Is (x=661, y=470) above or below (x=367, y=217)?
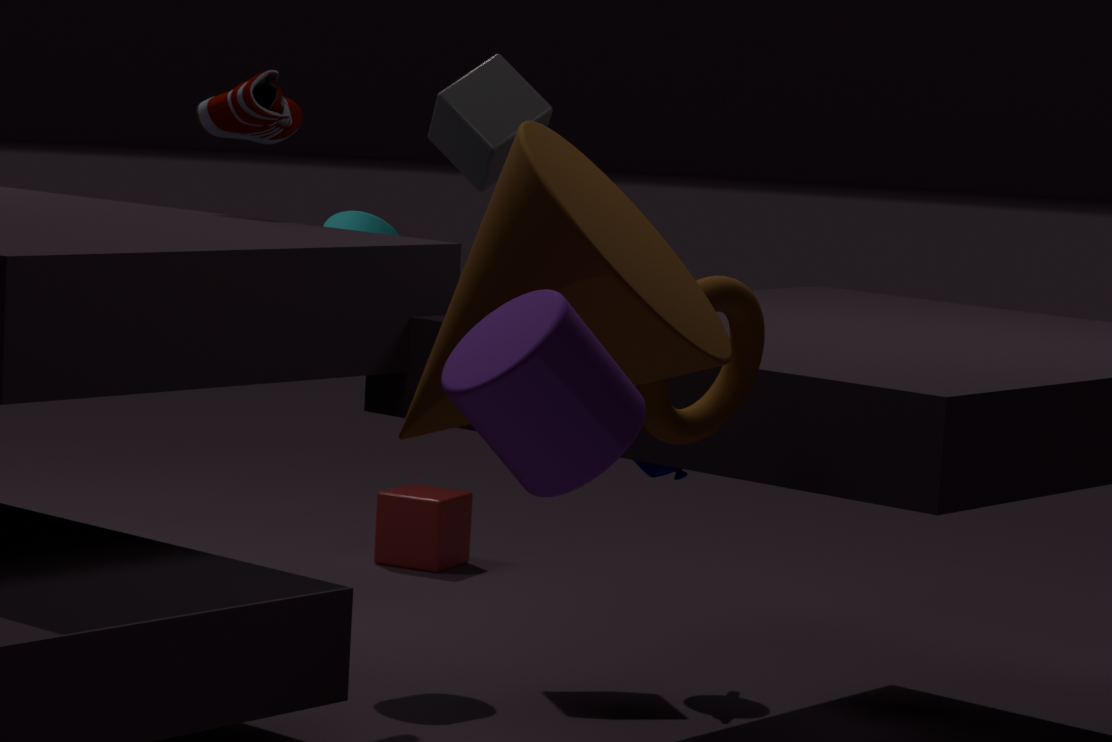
below
